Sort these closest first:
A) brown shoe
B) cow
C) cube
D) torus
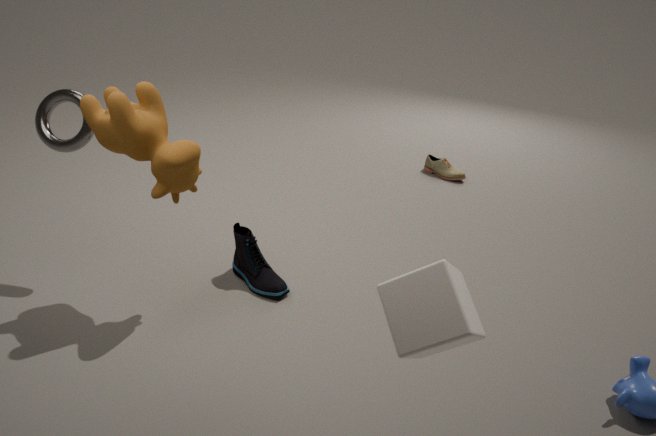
cube
cow
torus
brown shoe
